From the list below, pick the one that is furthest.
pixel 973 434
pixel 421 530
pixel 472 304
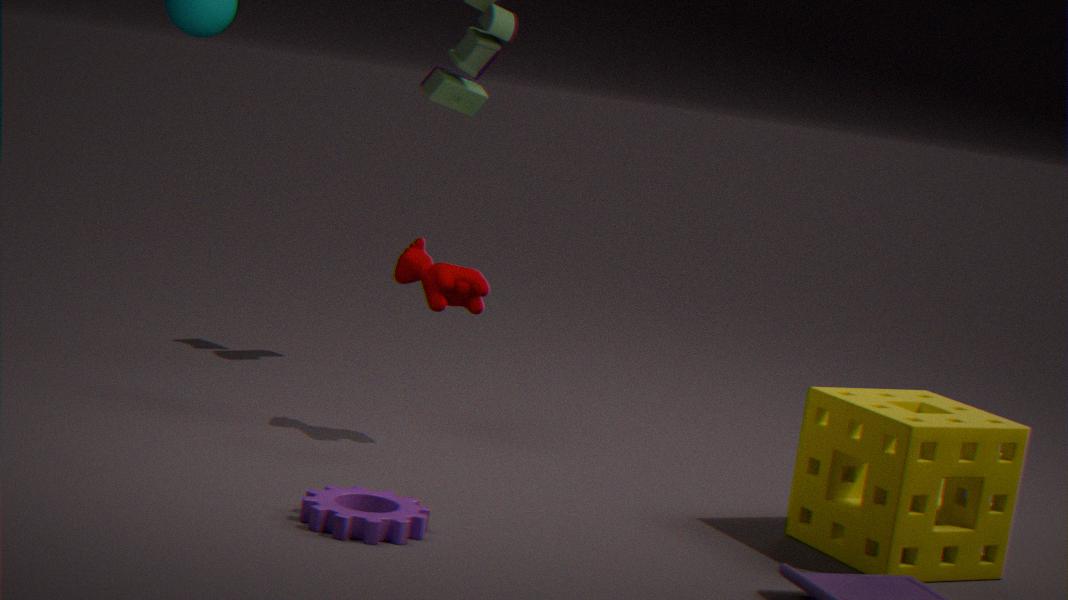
pixel 472 304
